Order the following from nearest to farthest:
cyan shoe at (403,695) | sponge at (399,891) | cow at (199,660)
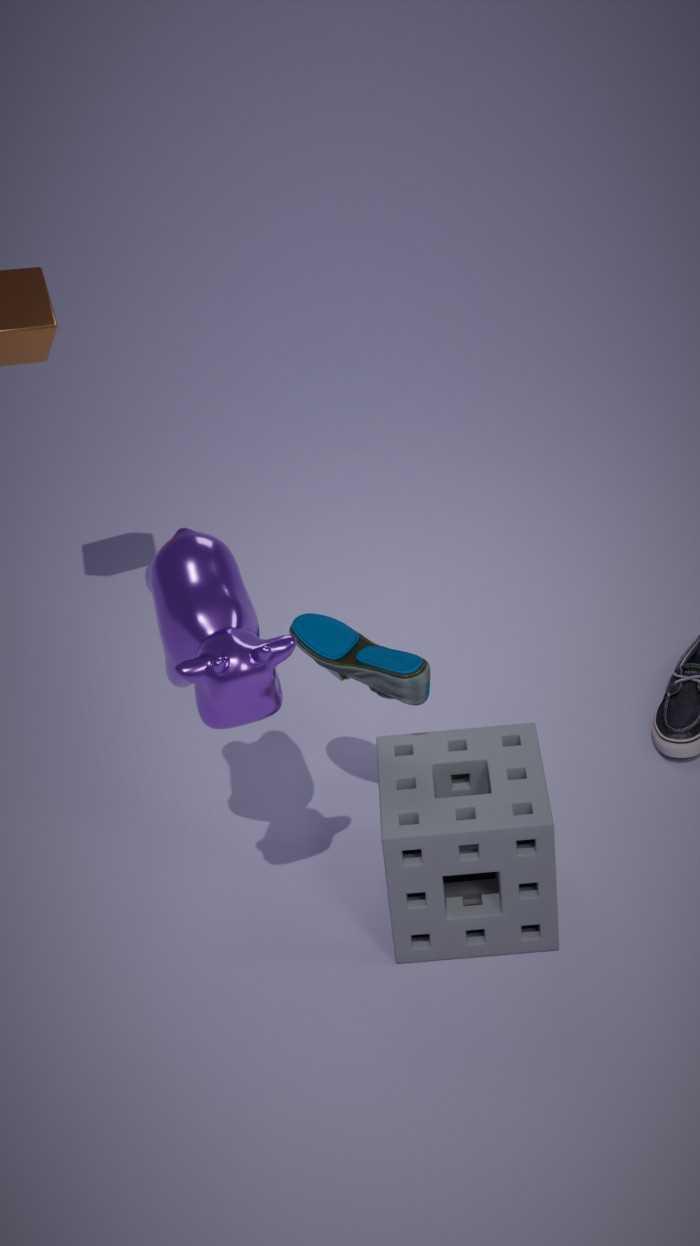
1. cow at (199,660)
2. sponge at (399,891)
3. cyan shoe at (403,695)
